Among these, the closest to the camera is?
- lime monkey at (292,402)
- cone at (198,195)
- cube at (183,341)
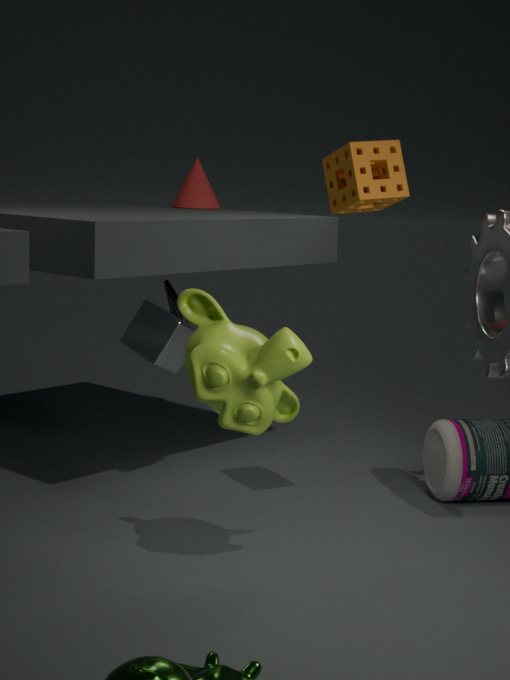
lime monkey at (292,402)
